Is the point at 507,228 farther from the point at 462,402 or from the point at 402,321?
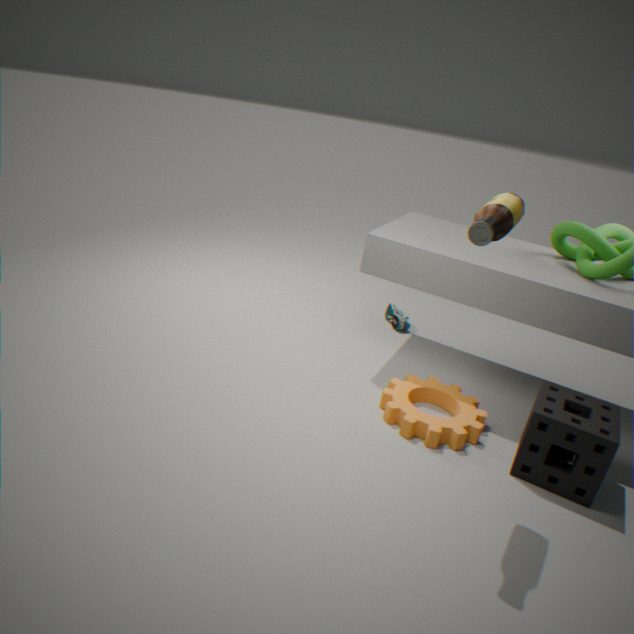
the point at 402,321
